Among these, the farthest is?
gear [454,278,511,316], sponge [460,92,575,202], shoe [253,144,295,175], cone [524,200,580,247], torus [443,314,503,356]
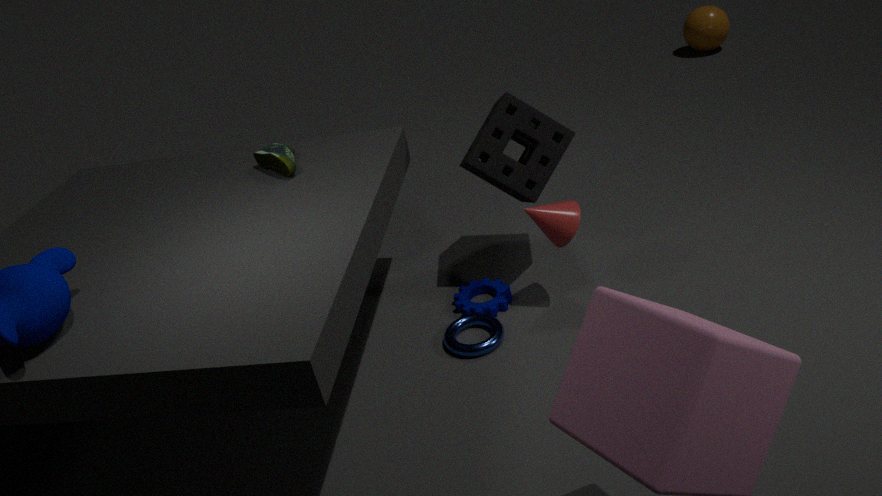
gear [454,278,511,316]
